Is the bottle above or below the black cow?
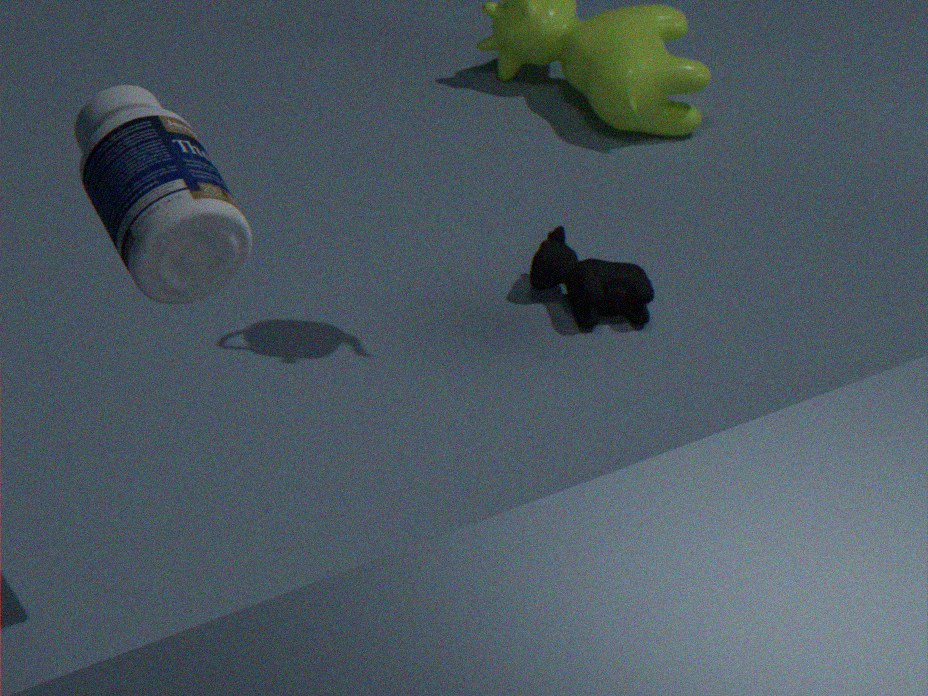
above
